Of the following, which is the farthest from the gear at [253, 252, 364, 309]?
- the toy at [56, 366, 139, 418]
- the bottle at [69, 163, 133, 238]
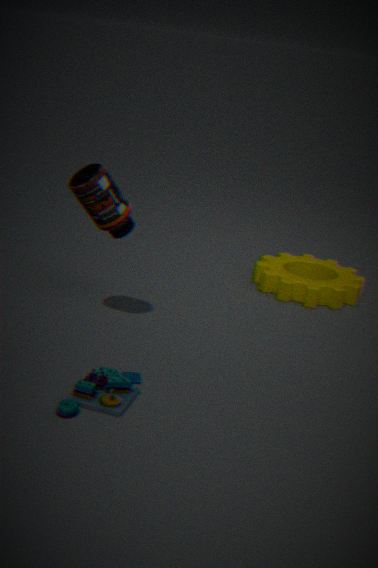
the toy at [56, 366, 139, 418]
